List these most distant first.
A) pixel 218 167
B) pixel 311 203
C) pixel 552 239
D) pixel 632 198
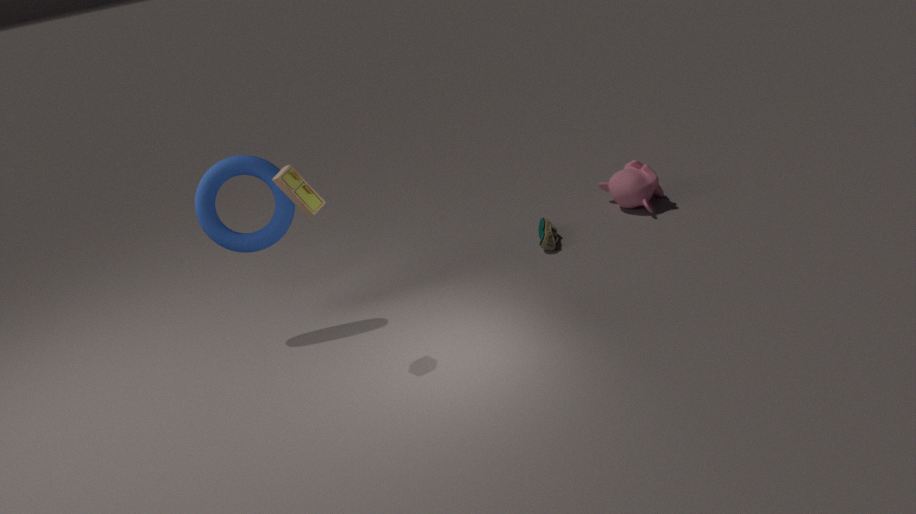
pixel 632 198 → pixel 552 239 → pixel 218 167 → pixel 311 203
